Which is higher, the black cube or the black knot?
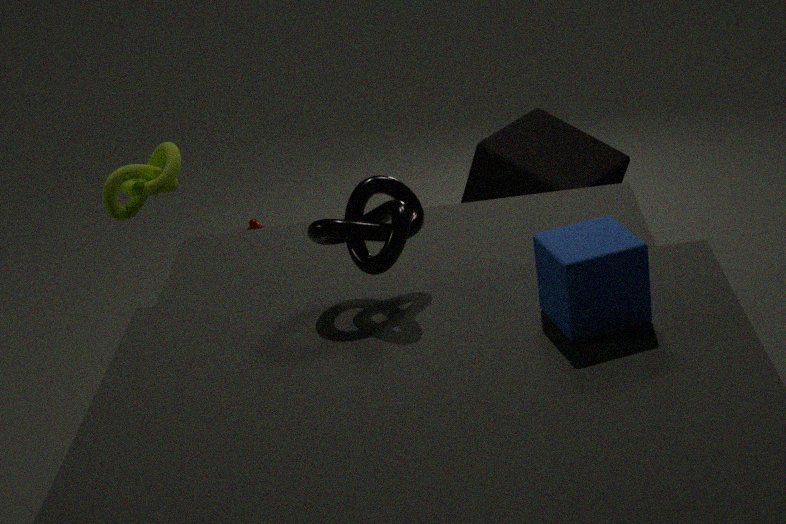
the black knot
